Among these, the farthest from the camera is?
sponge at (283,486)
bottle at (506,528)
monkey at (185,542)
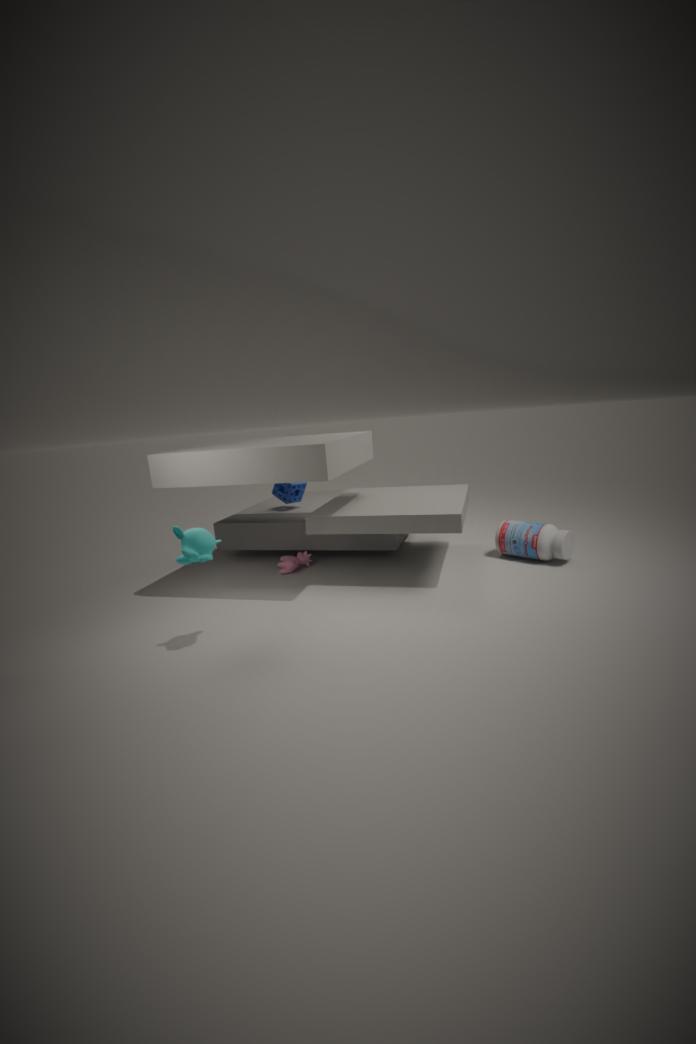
sponge at (283,486)
